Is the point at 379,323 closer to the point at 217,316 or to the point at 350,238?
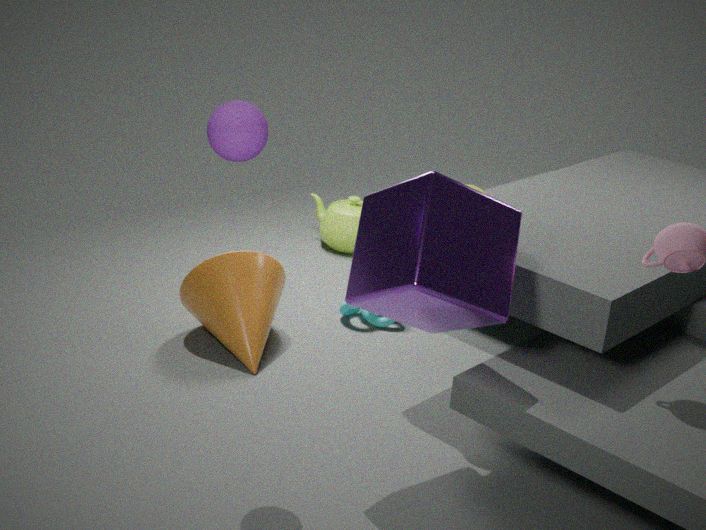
the point at 217,316
